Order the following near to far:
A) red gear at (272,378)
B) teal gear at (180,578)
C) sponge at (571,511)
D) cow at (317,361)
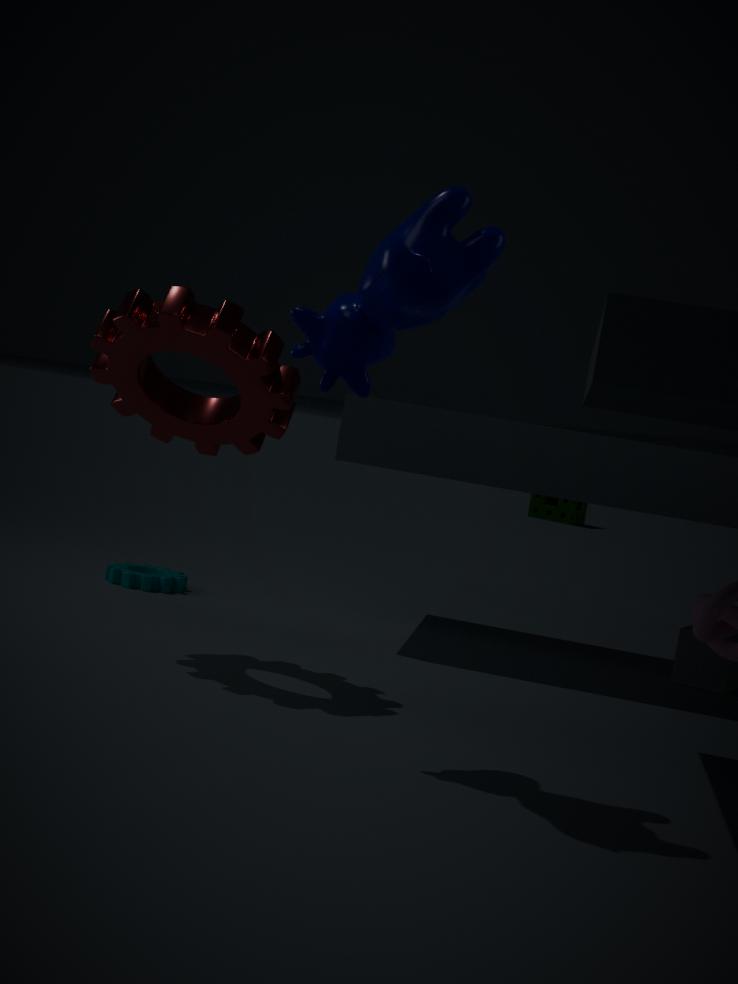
cow at (317,361) → red gear at (272,378) → teal gear at (180,578) → sponge at (571,511)
